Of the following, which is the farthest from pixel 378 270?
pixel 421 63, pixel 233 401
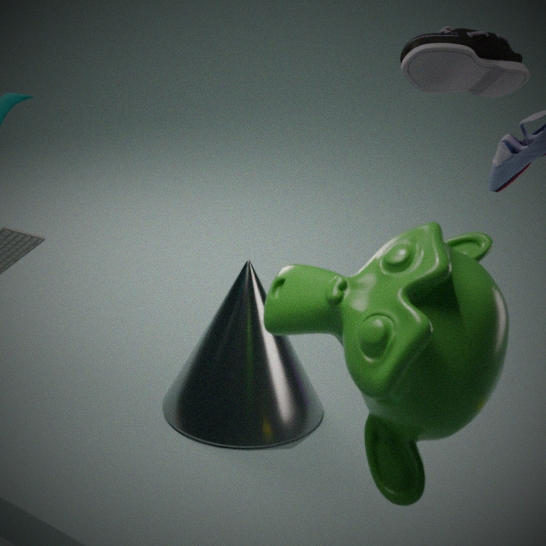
pixel 233 401
